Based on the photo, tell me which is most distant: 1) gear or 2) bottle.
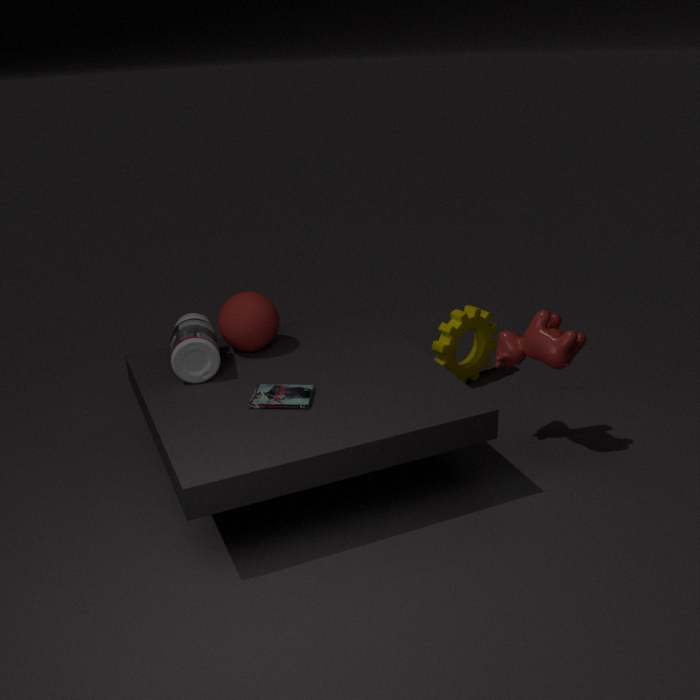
1. gear
